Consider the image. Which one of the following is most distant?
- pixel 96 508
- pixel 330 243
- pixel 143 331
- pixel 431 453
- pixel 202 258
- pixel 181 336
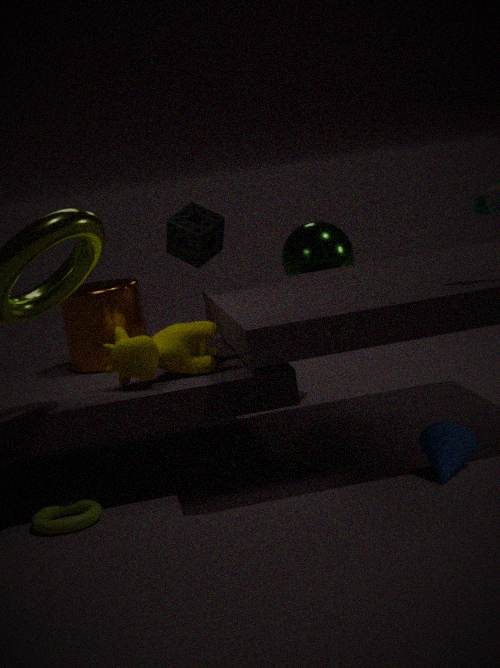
pixel 330 243
